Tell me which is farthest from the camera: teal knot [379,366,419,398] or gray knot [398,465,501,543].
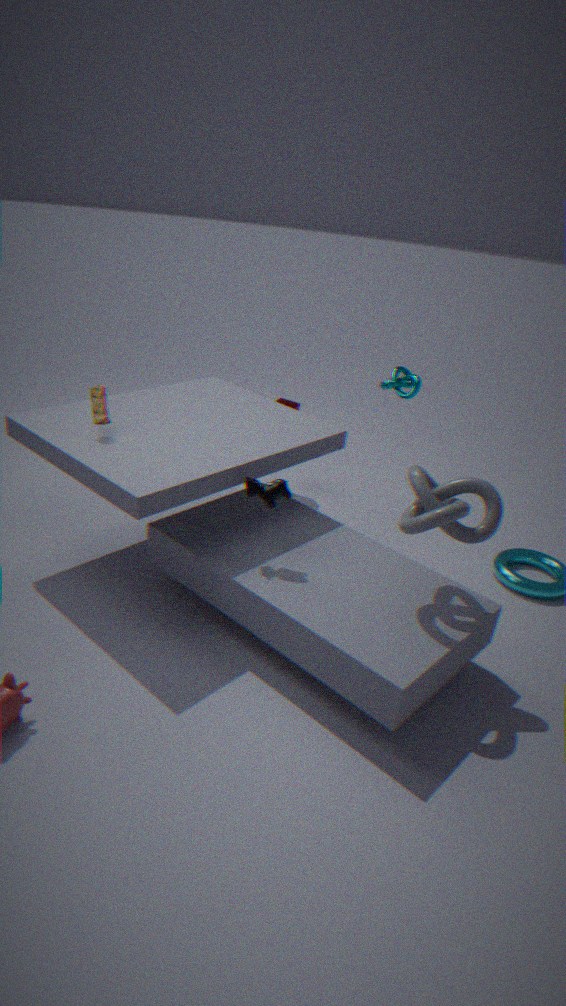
teal knot [379,366,419,398]
